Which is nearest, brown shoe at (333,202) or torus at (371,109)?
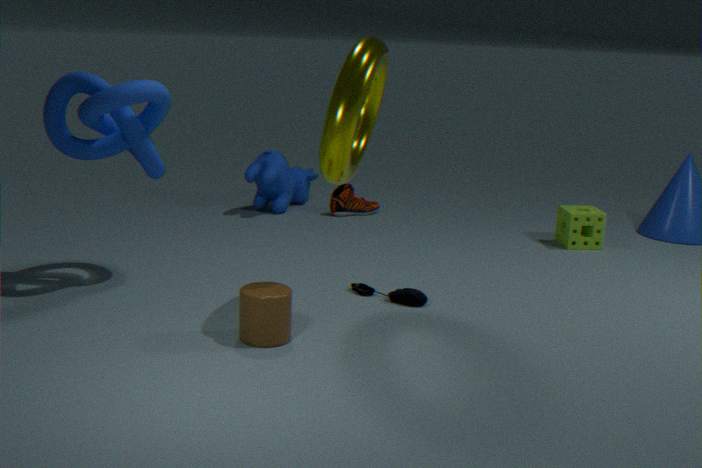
torus at (371,109)
